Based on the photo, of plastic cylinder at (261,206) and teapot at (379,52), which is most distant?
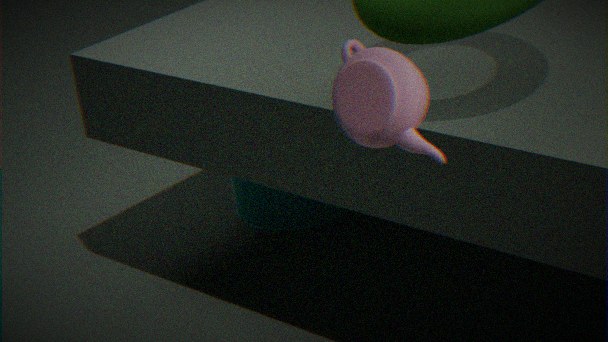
plastic cylinder at (261,206)
